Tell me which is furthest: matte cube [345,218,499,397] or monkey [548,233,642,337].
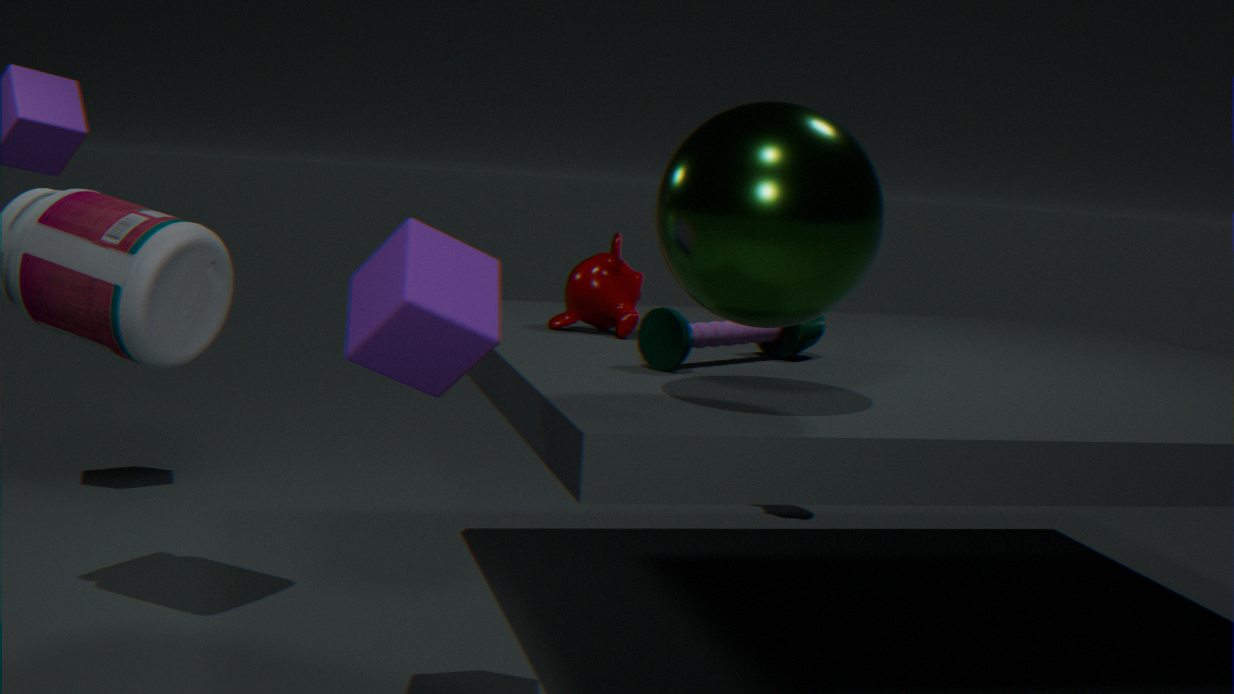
monkey [548,233,642,337]
